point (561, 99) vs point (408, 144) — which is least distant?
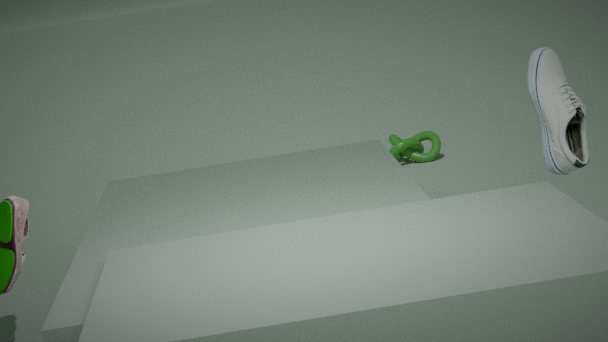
point (561, 99)
